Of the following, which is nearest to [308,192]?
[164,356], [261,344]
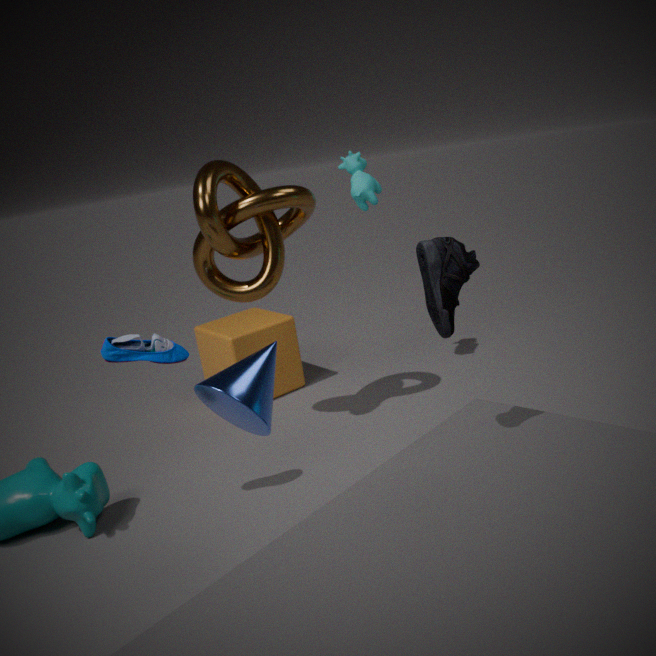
[164,356]
